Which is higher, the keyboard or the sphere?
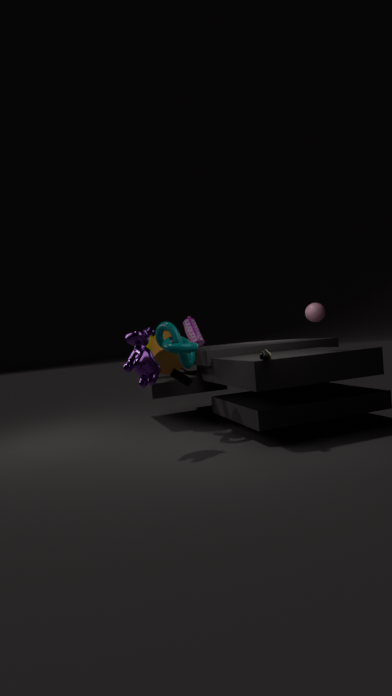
the sphere
